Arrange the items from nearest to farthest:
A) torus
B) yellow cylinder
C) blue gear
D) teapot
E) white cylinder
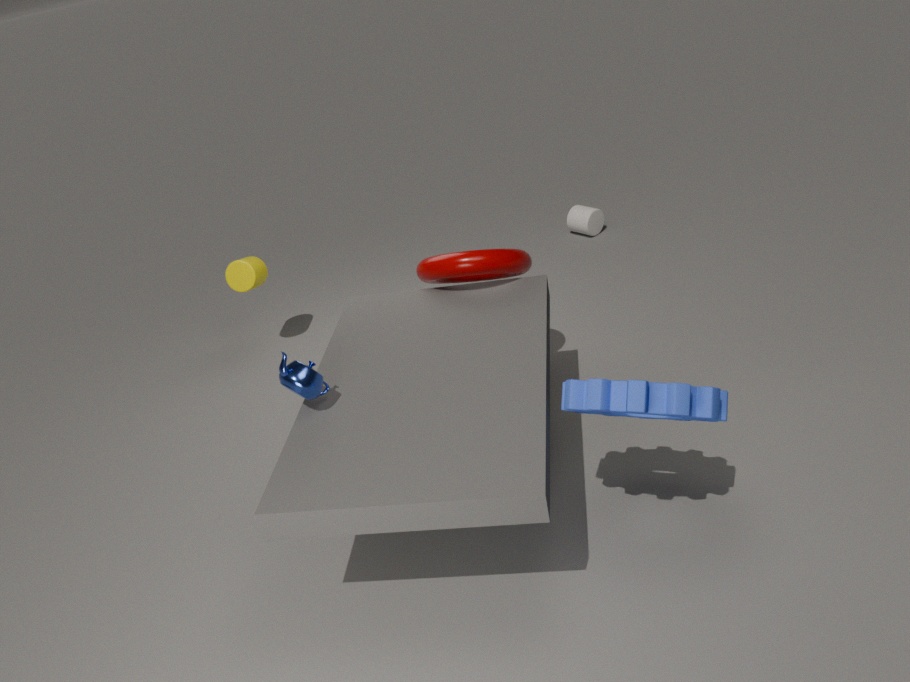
blue gear, teapot, torus, yellow cylinder, white cylinder
